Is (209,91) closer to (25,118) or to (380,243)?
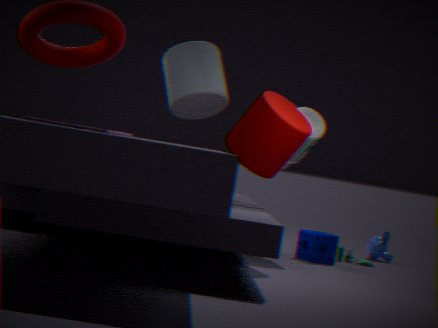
(25,118)
